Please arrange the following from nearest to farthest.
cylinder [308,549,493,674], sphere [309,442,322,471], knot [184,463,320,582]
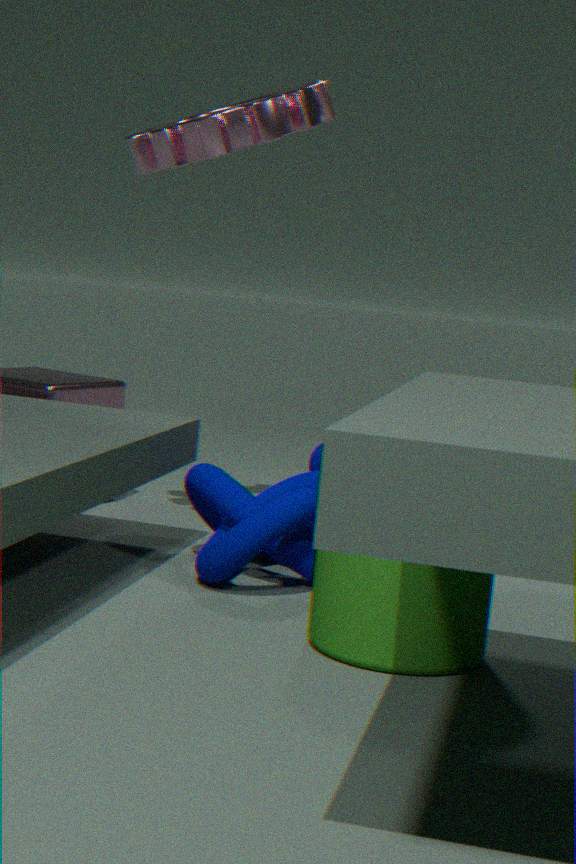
cylinder [308,549,493,674], knot [184,463,320,582], sphere [309,442,322,471]
